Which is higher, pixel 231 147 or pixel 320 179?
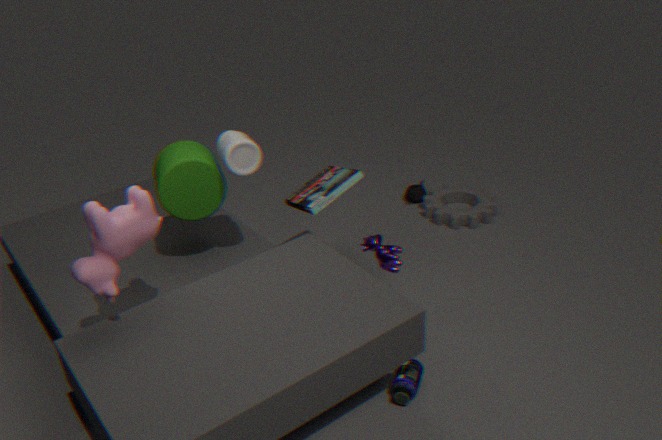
pixel 231 147
